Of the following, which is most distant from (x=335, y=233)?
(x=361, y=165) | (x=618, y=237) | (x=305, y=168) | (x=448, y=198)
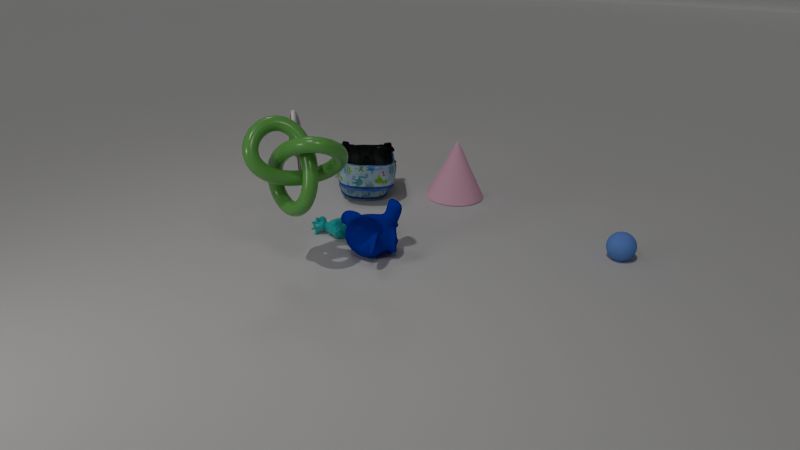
(x=618, y=237)
